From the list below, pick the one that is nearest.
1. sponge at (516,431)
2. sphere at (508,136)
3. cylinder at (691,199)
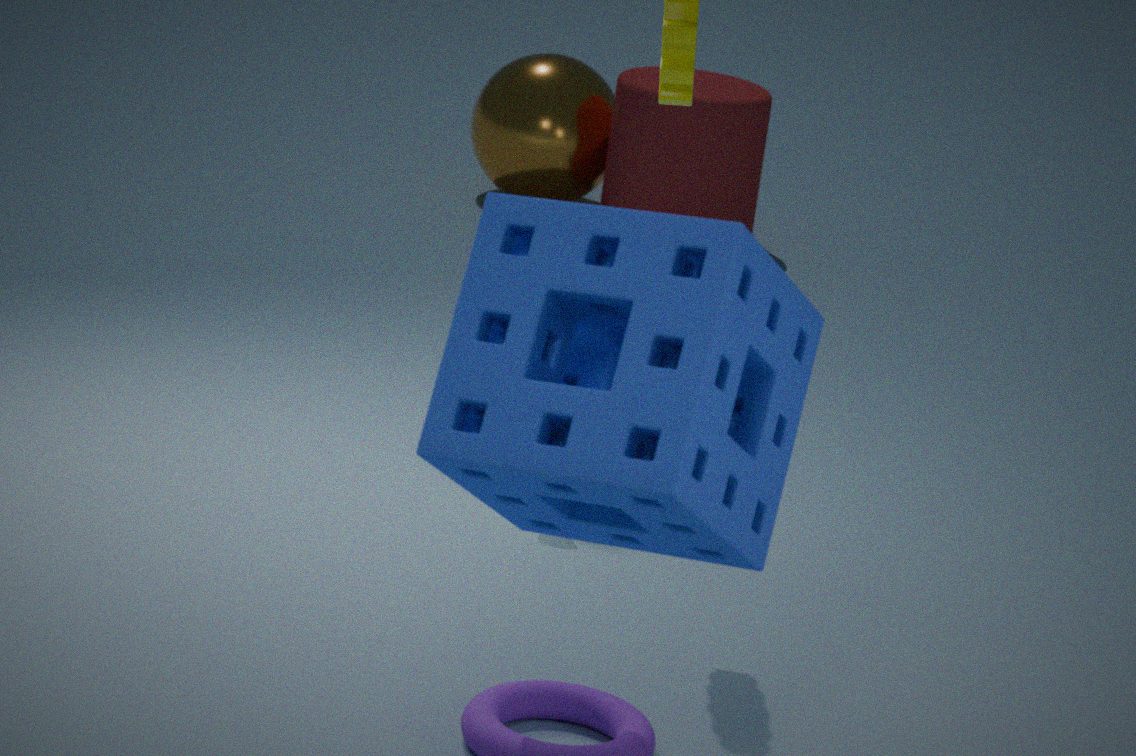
sponge at (516,431)
